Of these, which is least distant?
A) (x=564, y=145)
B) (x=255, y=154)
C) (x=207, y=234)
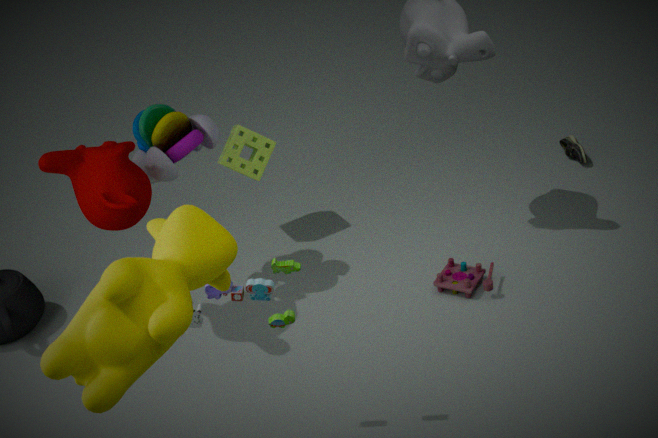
(x=207, y=234)
